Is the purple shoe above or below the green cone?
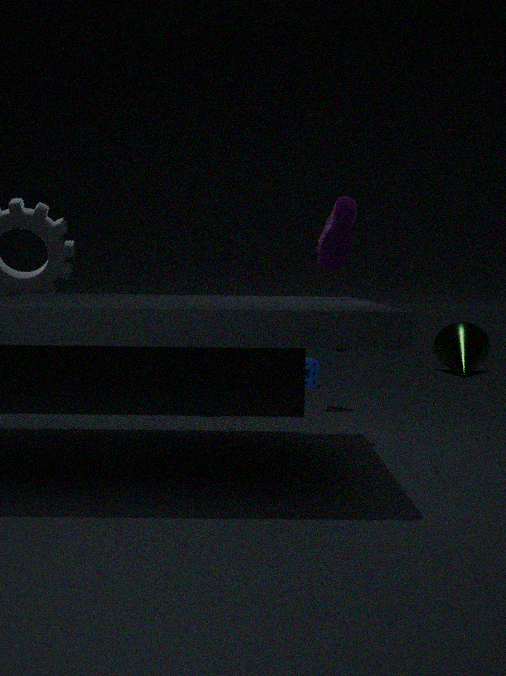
above
